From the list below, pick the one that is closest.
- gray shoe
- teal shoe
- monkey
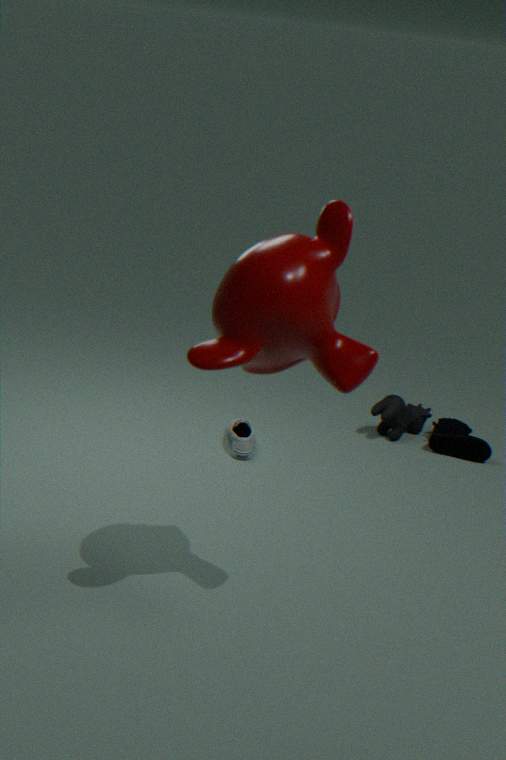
monkey
